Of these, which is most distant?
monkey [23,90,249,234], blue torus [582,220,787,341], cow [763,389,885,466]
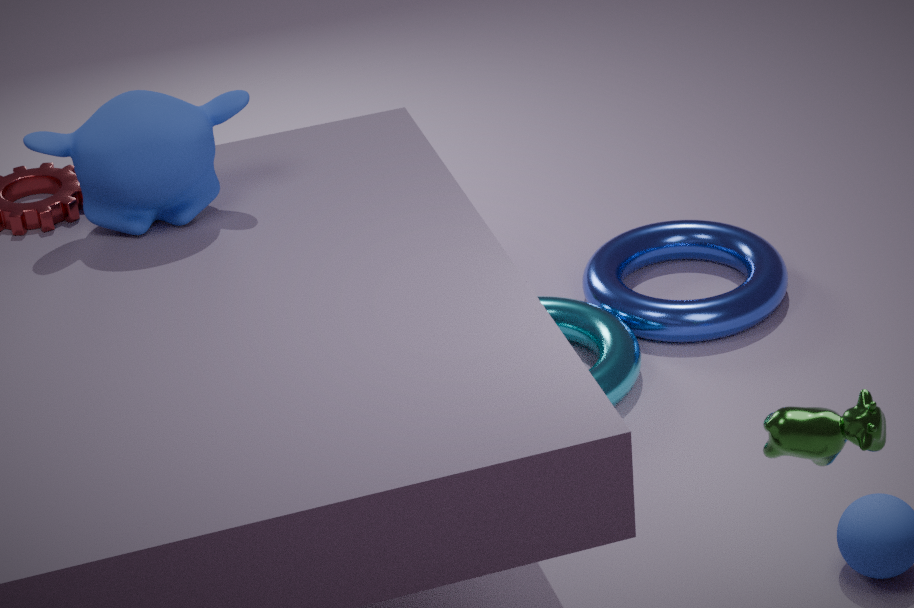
blue torus [582,220,787,341]
